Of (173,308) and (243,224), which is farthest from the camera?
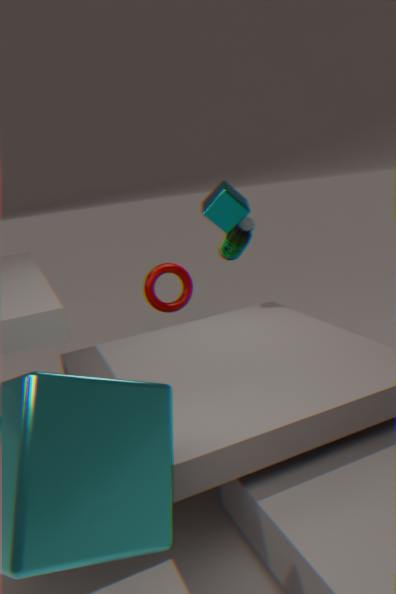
(243,224)
